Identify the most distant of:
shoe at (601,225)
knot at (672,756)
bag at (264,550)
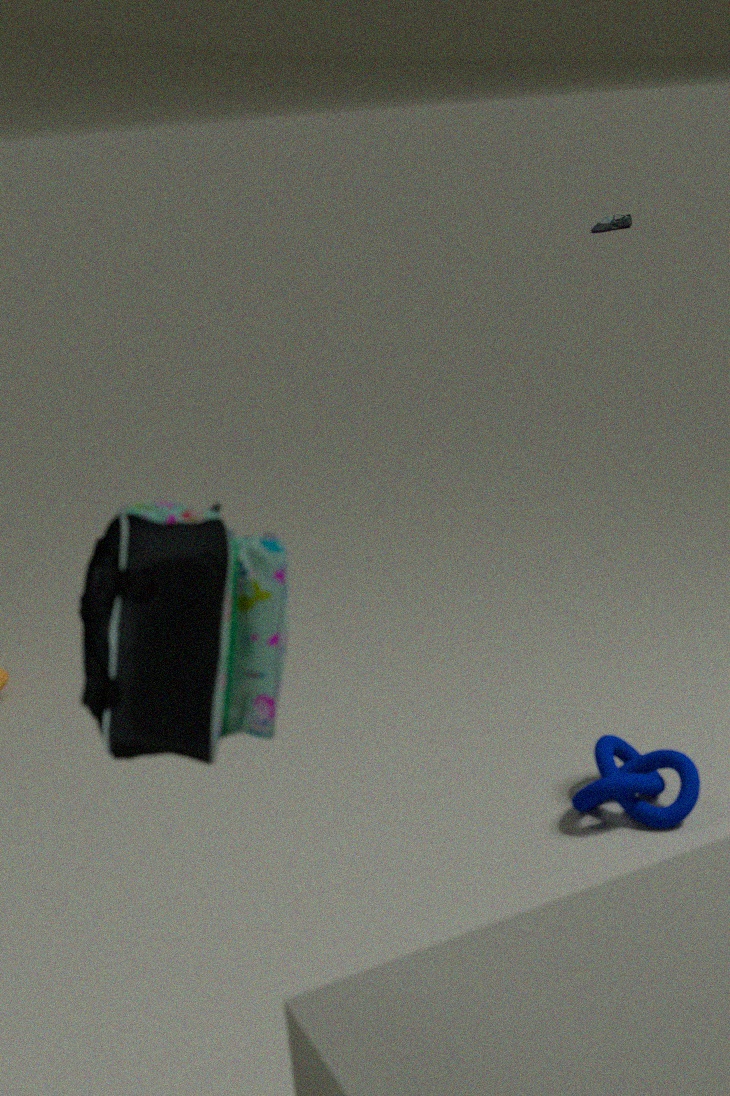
shoe at (601,225)
